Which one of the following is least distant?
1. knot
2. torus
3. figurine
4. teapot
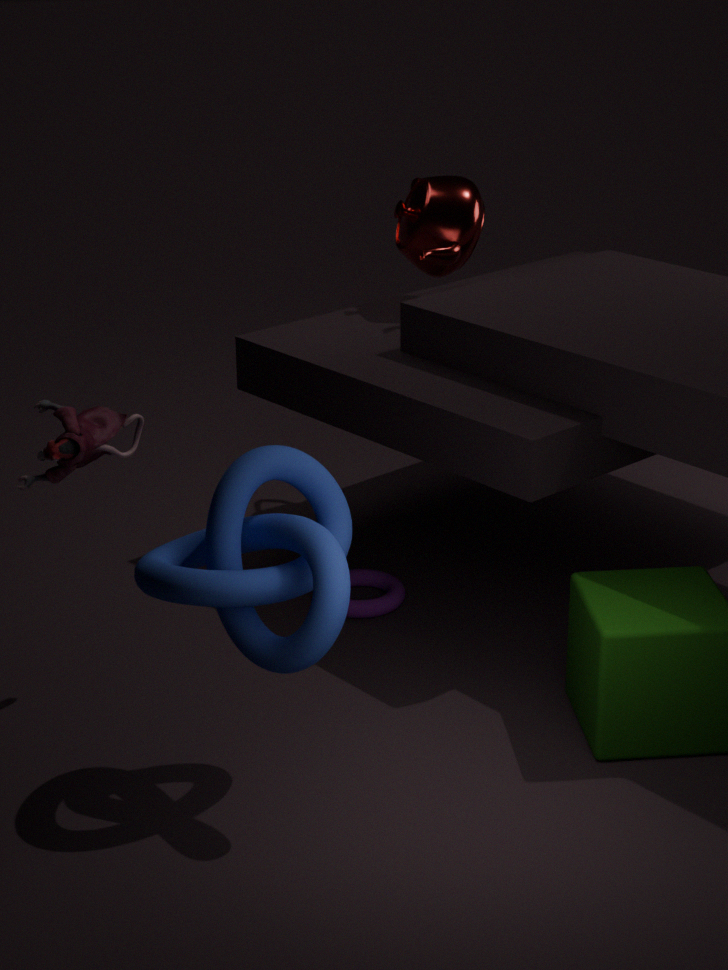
knot
